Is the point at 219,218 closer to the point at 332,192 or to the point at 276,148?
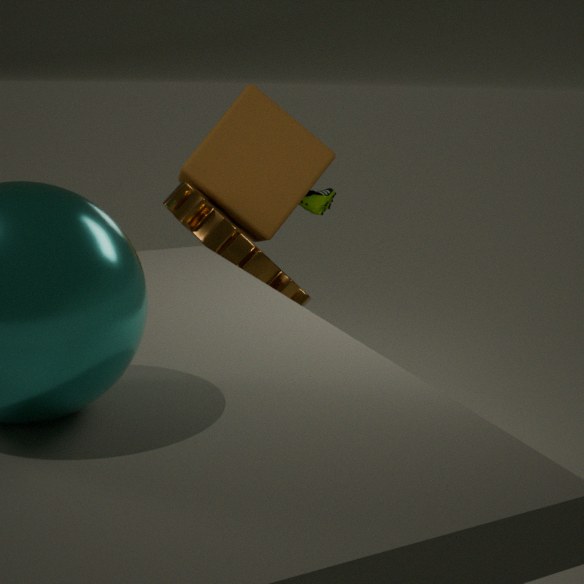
the point at 276,148
